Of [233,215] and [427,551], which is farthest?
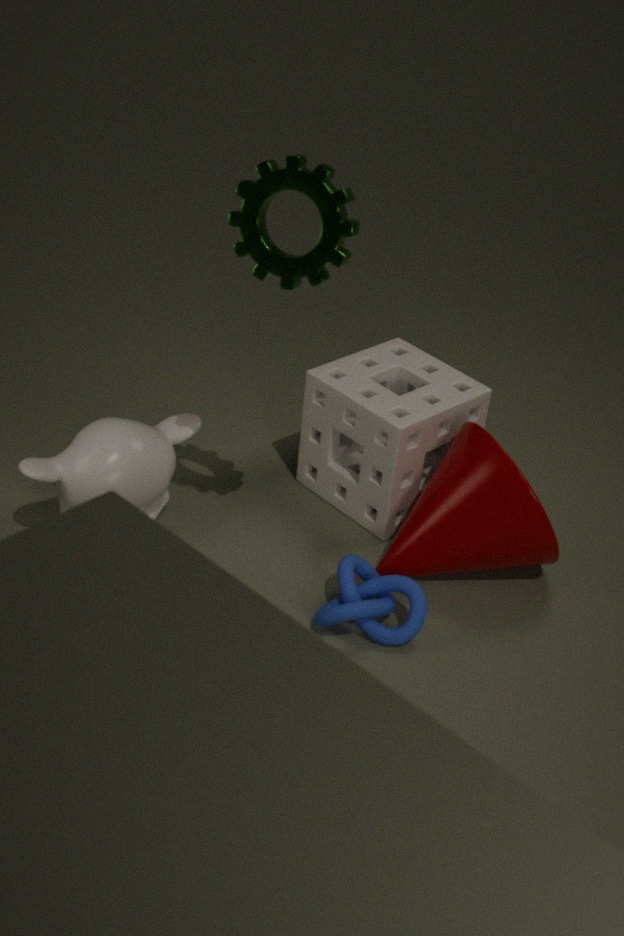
[427,551]
